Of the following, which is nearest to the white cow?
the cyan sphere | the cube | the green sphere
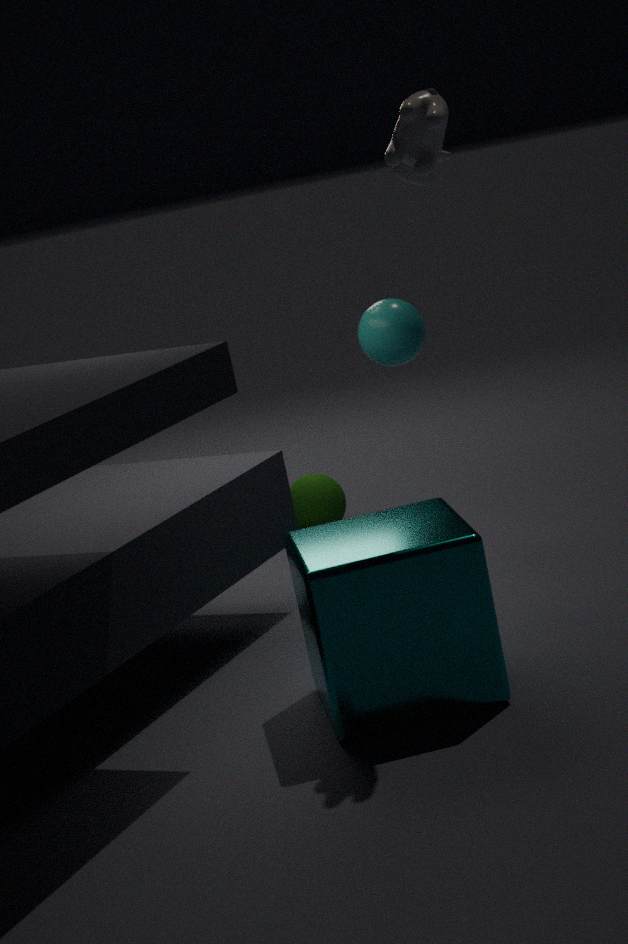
the cube
